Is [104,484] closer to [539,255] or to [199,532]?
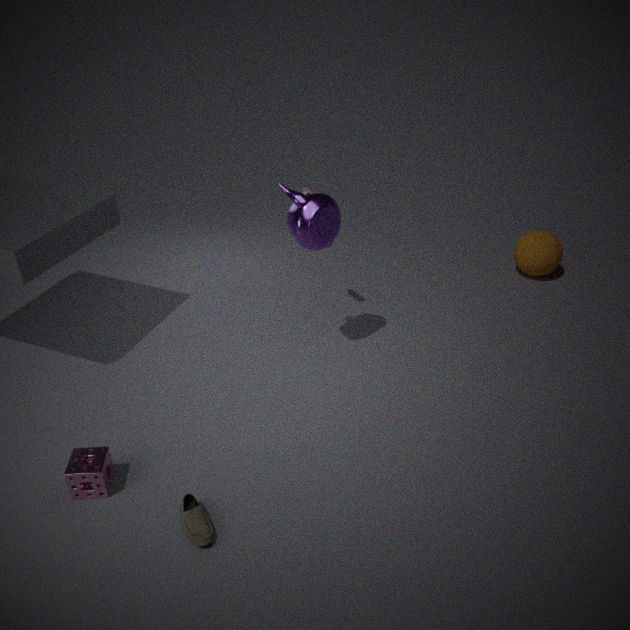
[199,532]
